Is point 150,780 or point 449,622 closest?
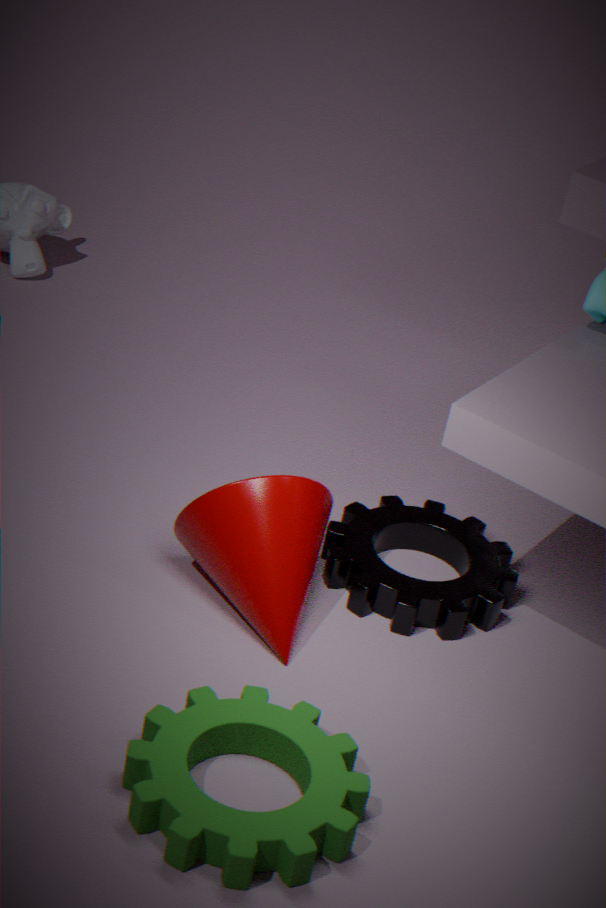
point 150,780
